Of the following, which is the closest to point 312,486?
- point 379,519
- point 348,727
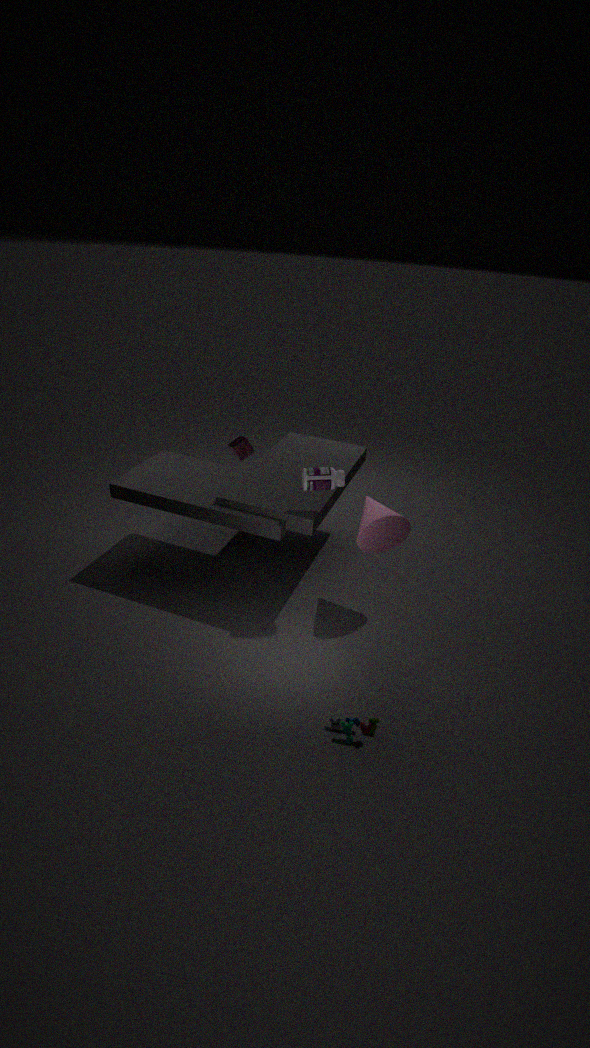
point 379,519
